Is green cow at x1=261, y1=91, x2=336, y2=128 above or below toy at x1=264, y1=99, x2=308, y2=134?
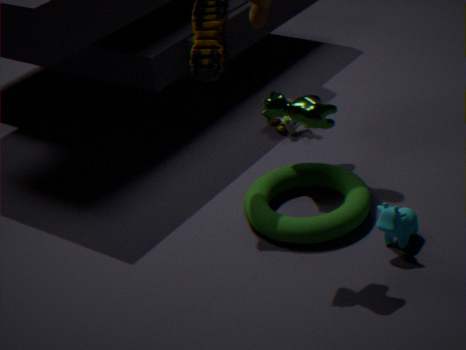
above
